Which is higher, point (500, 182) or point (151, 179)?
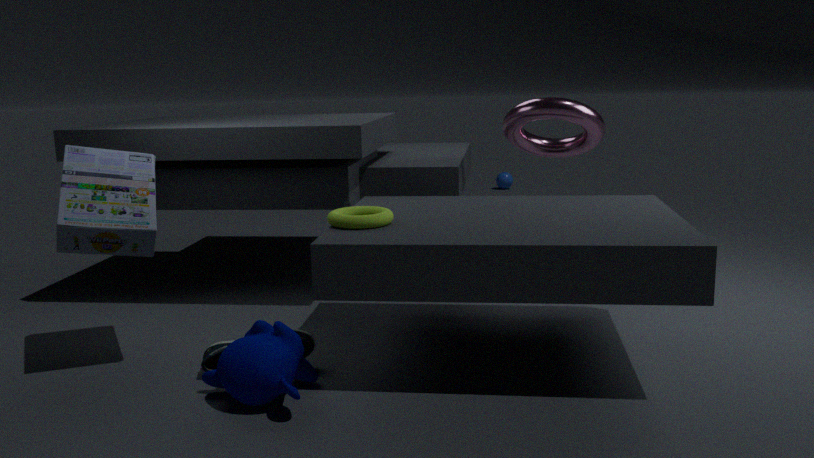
point (151, 179)
